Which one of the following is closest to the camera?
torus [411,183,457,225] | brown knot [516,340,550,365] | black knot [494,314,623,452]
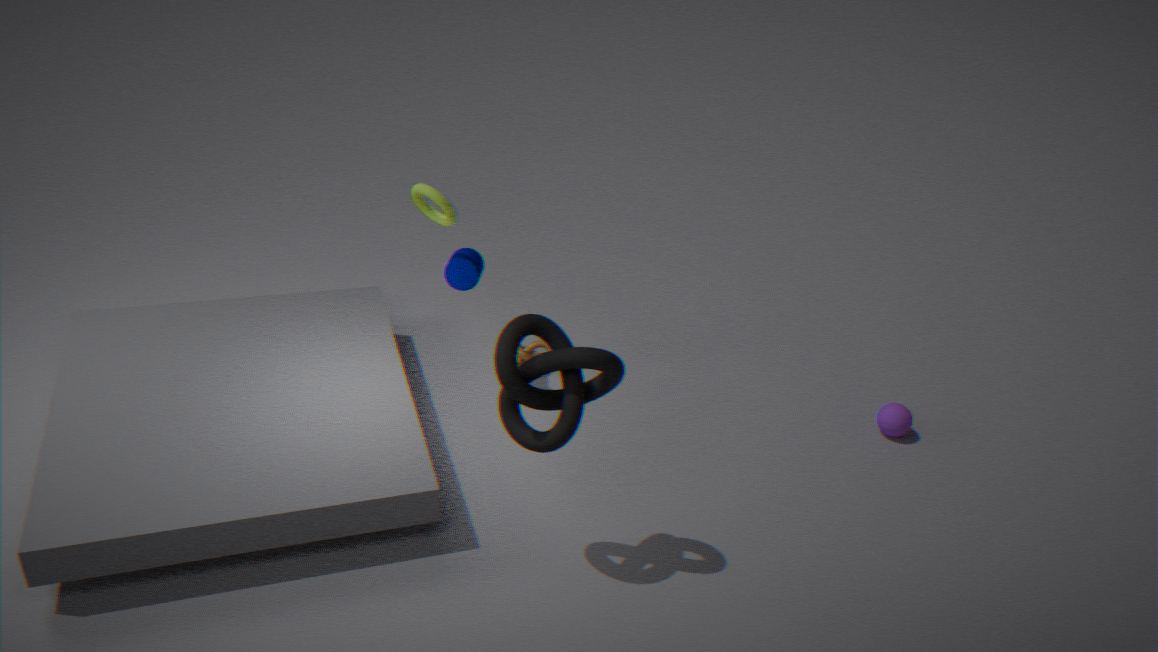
black knot [494,314,623,452]
